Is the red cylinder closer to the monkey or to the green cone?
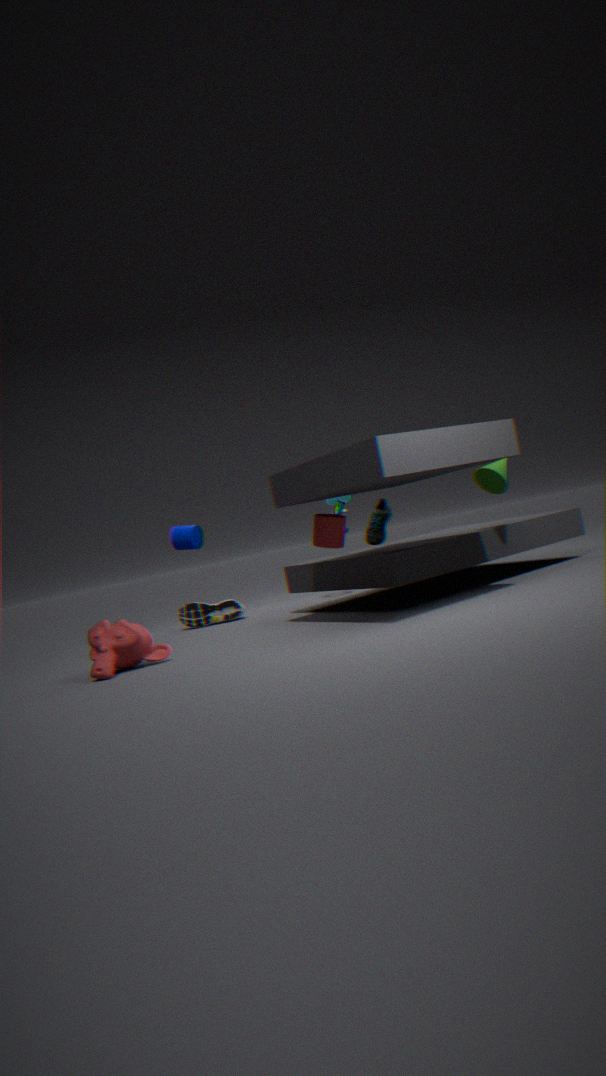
the green cone
